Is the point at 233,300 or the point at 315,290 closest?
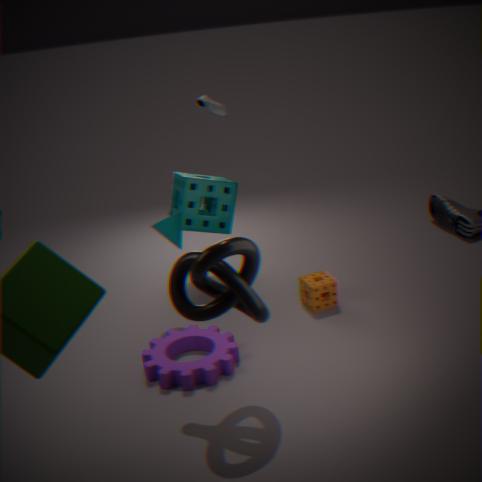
the point at 233,300
